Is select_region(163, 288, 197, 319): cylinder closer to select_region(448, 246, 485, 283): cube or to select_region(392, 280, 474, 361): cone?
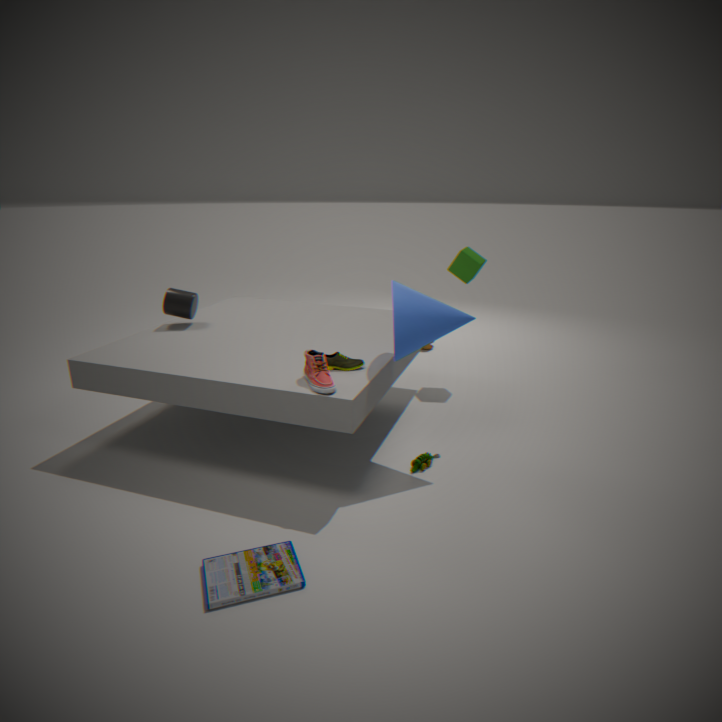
select_region(392, 280, 474, 361): cone
